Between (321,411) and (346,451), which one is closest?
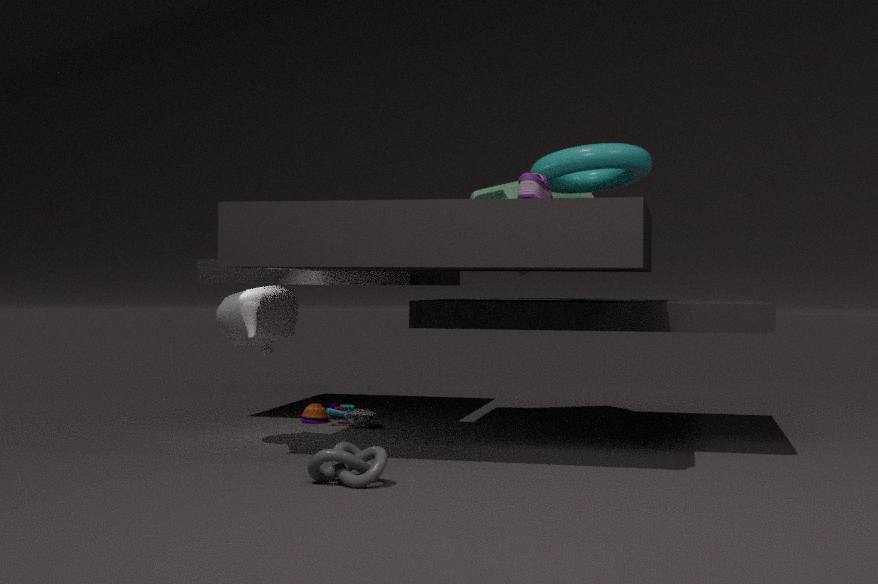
(346,451)
